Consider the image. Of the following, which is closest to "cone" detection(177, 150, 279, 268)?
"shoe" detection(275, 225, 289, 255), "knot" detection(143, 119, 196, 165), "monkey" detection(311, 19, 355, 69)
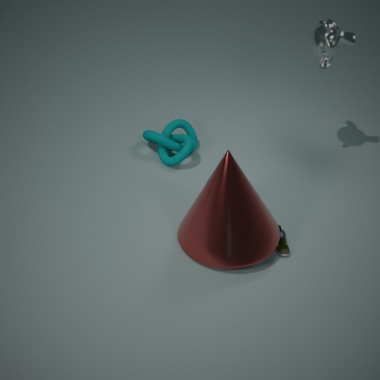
"shoe" detection(275, 225, 289, 255)
